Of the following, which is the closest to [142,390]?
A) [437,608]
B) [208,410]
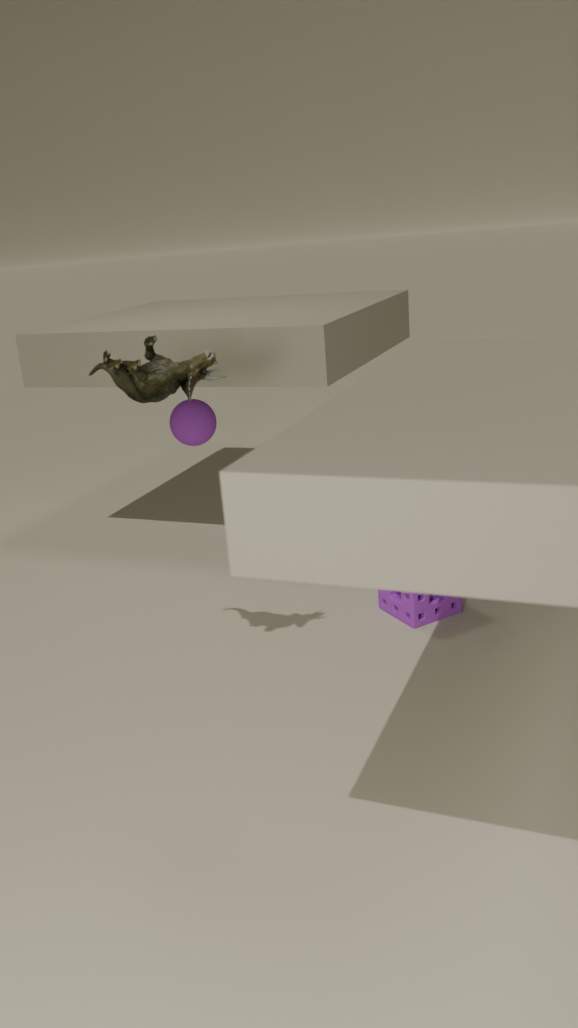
[437,608]
